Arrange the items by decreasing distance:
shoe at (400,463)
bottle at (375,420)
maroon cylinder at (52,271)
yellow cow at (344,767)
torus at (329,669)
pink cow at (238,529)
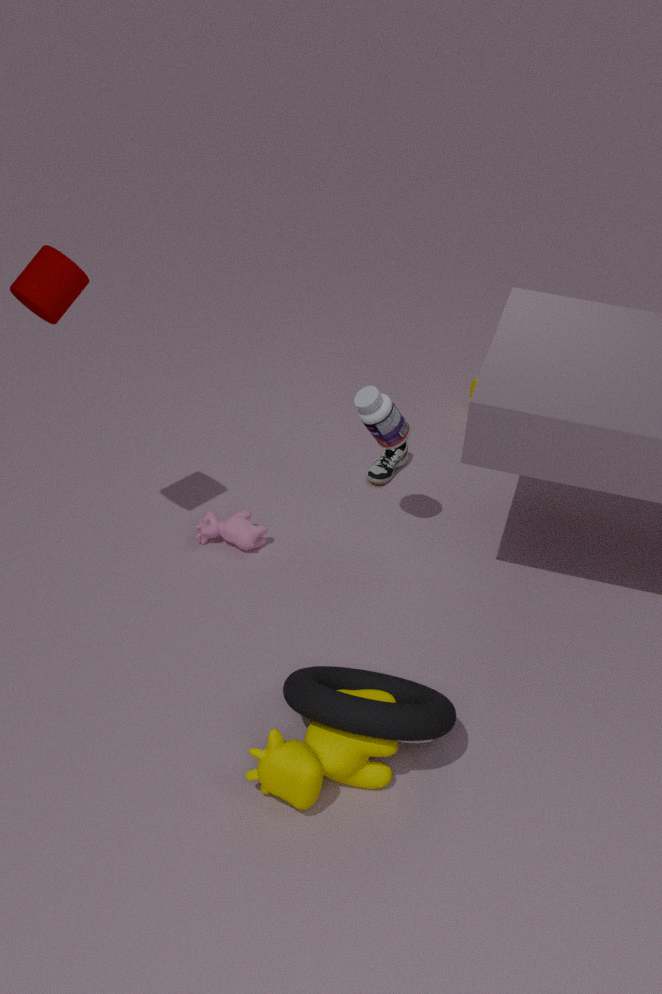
1. shoe at (400,463)
2. pink cow at (238,529)
3. bottle at (375,420)
4. maroon cylinder at (52,271)
5. torus at (329,669)
6. yellow cow at (344,767)
